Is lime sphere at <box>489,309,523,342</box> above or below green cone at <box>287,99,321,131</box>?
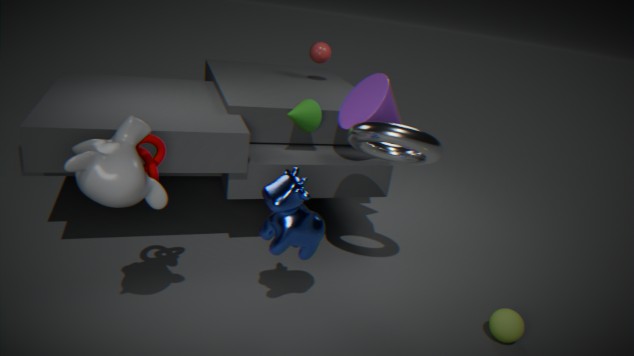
below
